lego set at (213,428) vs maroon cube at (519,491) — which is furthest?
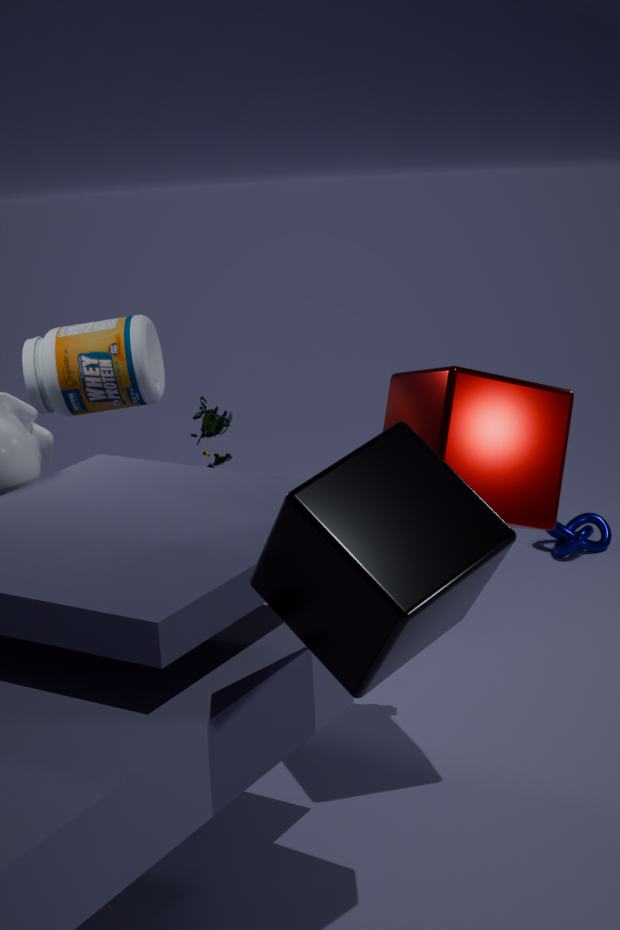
lego set at (213,428)
